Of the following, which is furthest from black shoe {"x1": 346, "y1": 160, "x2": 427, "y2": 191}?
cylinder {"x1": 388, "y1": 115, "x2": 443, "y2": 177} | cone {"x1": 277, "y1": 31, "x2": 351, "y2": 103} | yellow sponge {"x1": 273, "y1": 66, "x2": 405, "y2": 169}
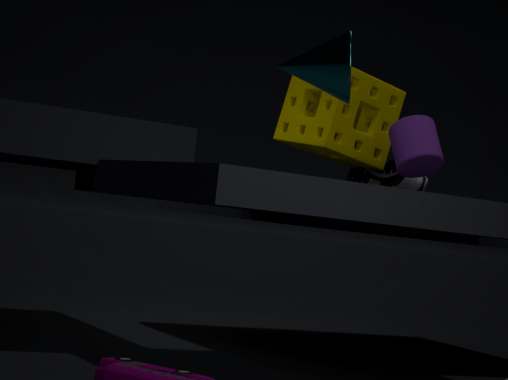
cone {"x1": 277, "y1": 31, "x2": 351, "y2": 103}
